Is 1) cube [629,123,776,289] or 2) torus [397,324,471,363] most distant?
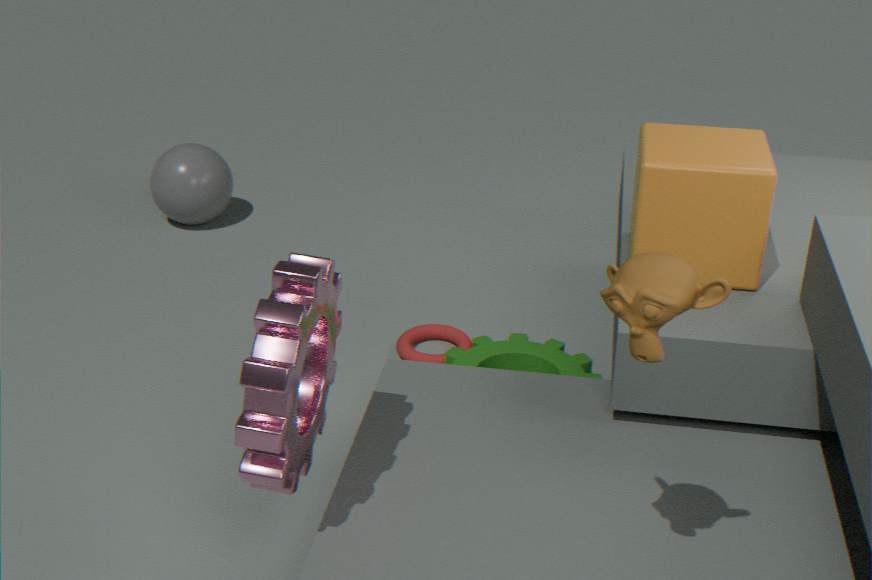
2. torus [397,324,471,363]
